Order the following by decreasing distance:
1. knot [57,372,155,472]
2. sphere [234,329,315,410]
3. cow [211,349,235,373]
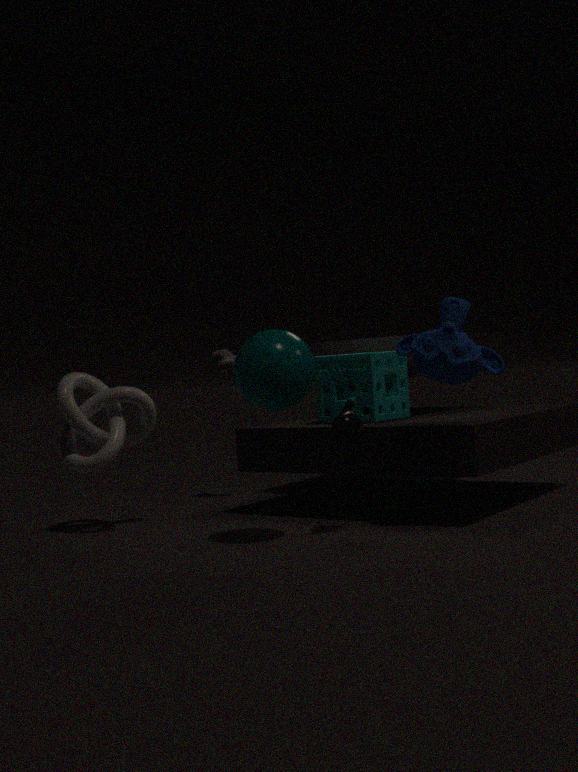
cow [211,349,235,373] → knot [57,372,155,472] → sphere [234,329,315,410]
